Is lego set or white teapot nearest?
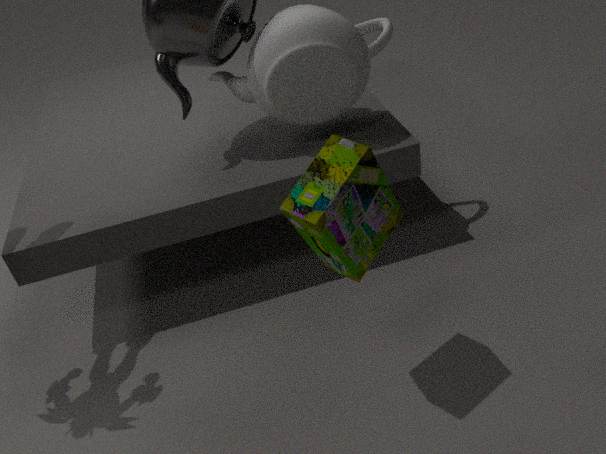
lego set
